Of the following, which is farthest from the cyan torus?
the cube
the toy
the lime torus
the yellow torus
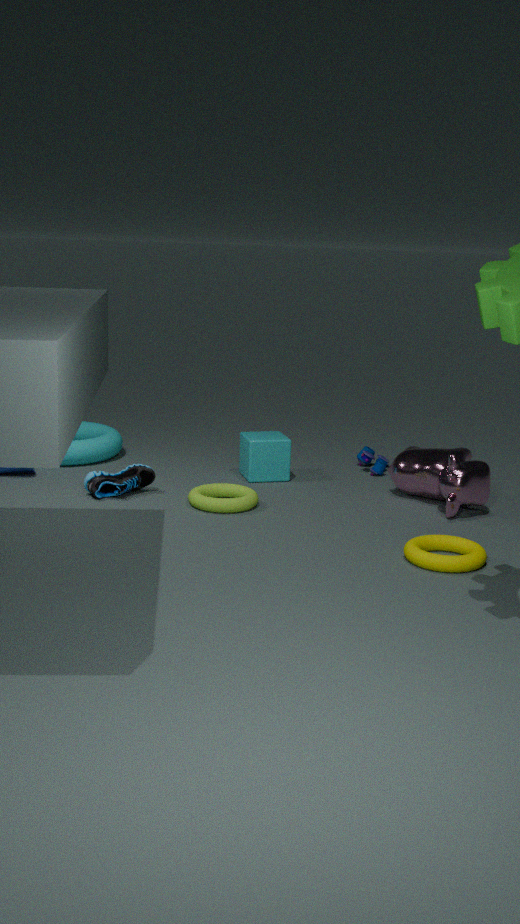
the yellow torus
